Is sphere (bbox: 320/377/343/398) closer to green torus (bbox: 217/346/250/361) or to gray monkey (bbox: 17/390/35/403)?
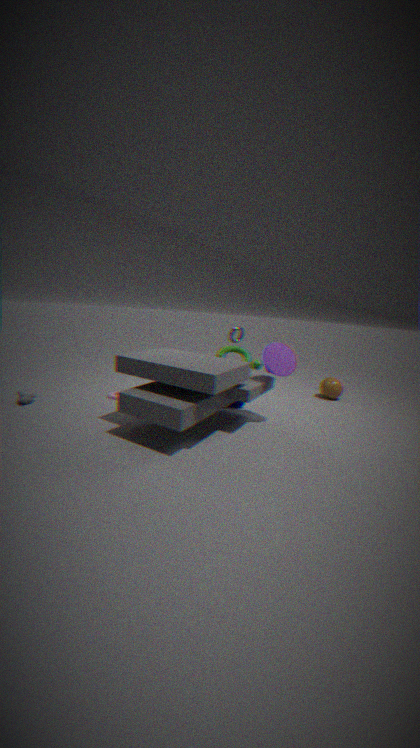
green torus (bbox: 217/346/250/361)
